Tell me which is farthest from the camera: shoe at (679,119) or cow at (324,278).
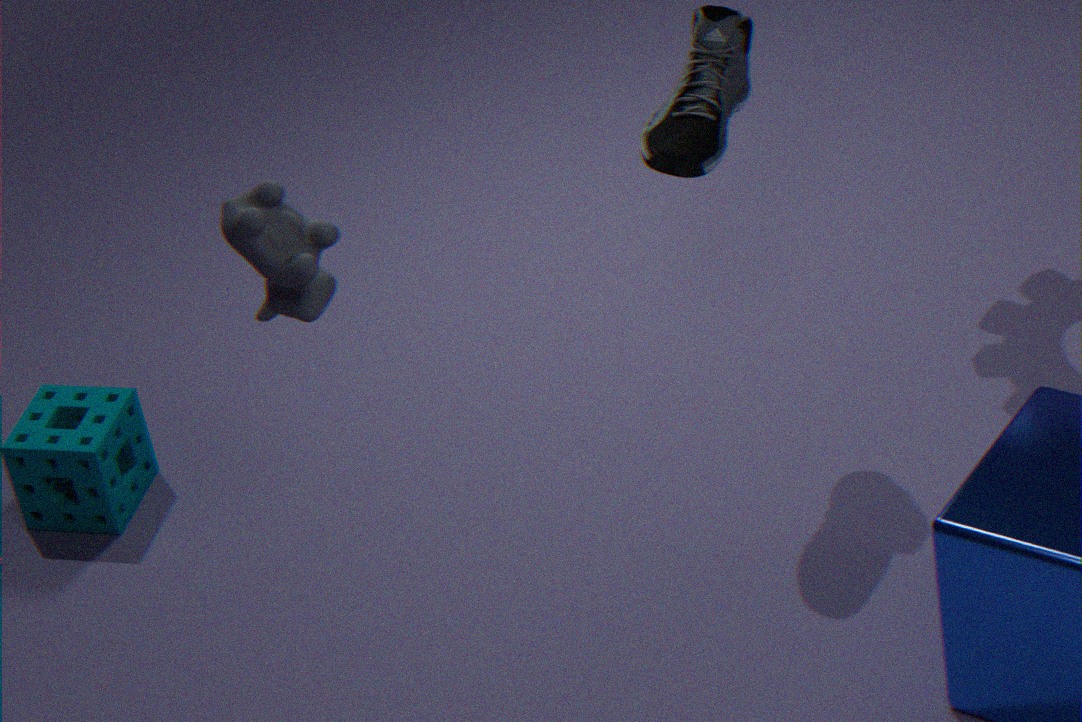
shoe at (679,119)
